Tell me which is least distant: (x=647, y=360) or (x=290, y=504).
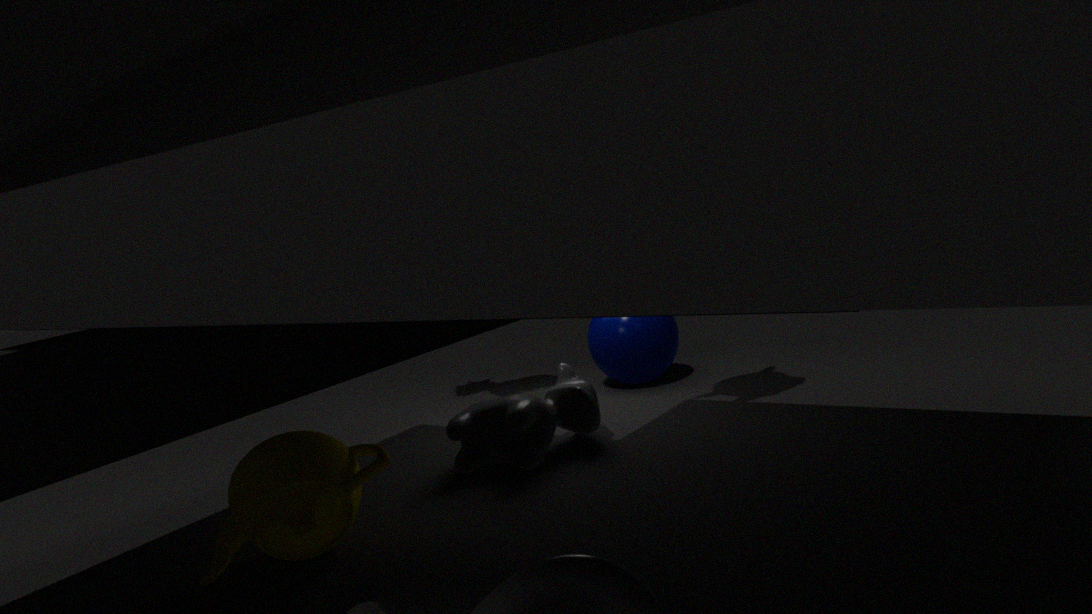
(x=290, y=504)
